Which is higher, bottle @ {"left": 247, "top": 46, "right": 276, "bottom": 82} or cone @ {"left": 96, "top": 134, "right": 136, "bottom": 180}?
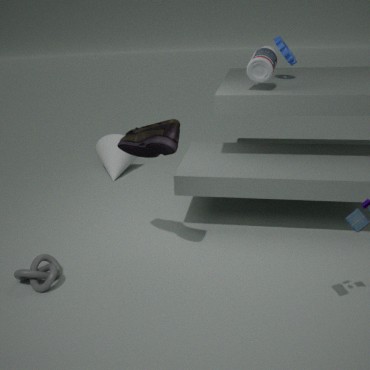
bottle @ {"left": 247, "top": 46, "right": 276, "bottom": 82}
